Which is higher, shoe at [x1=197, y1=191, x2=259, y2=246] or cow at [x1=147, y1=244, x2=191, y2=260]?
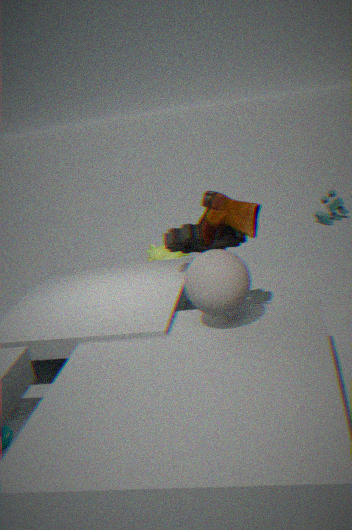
shoe at [x1=197, y1=191, x2=259, y2=246]
